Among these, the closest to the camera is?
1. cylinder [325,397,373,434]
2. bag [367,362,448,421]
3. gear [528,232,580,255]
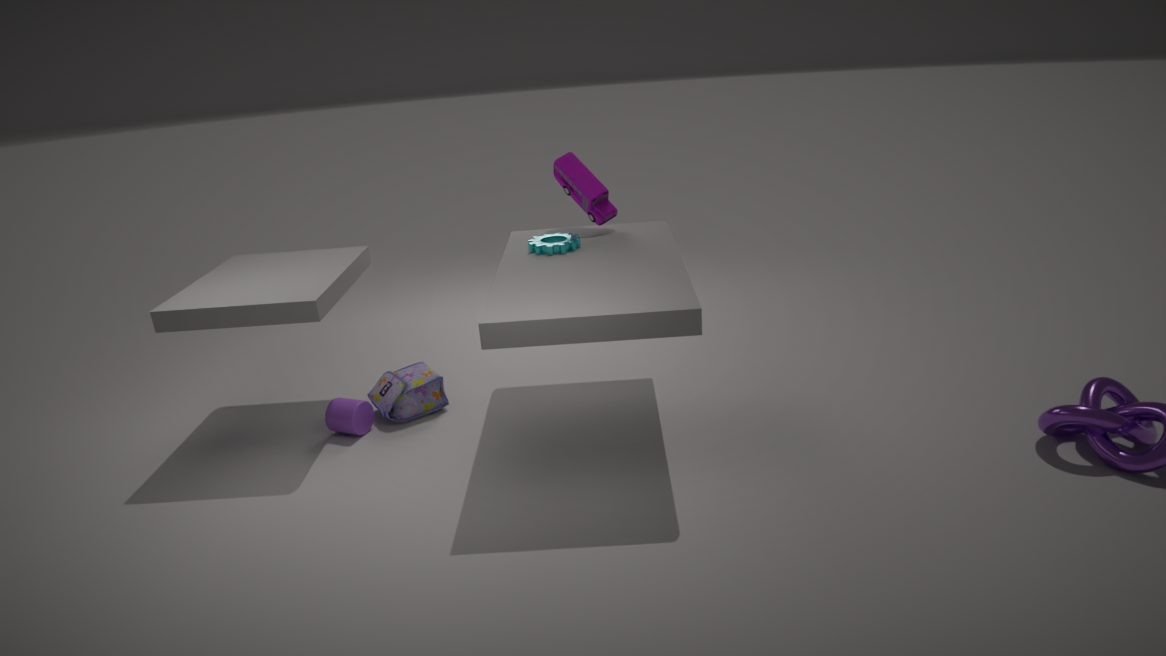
gear [528,232,580,255]
